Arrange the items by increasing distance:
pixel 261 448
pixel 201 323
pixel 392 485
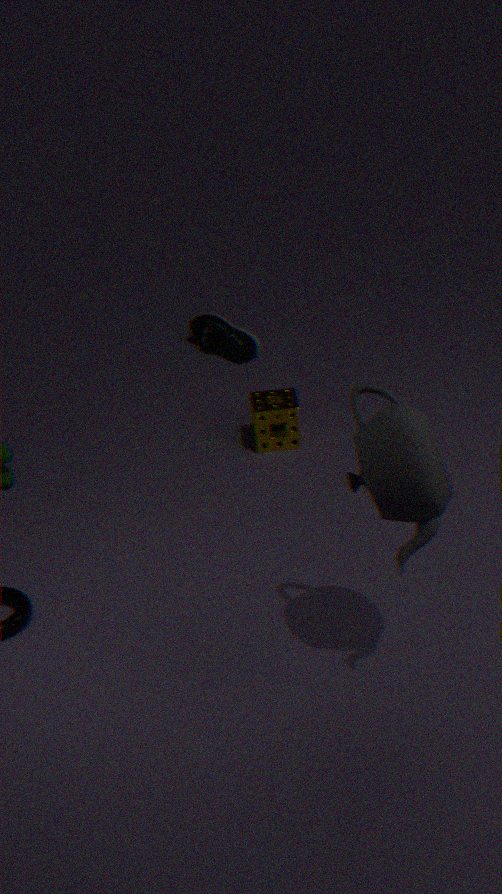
pixel 392 485
pixel 261 448
pixel 201 323
